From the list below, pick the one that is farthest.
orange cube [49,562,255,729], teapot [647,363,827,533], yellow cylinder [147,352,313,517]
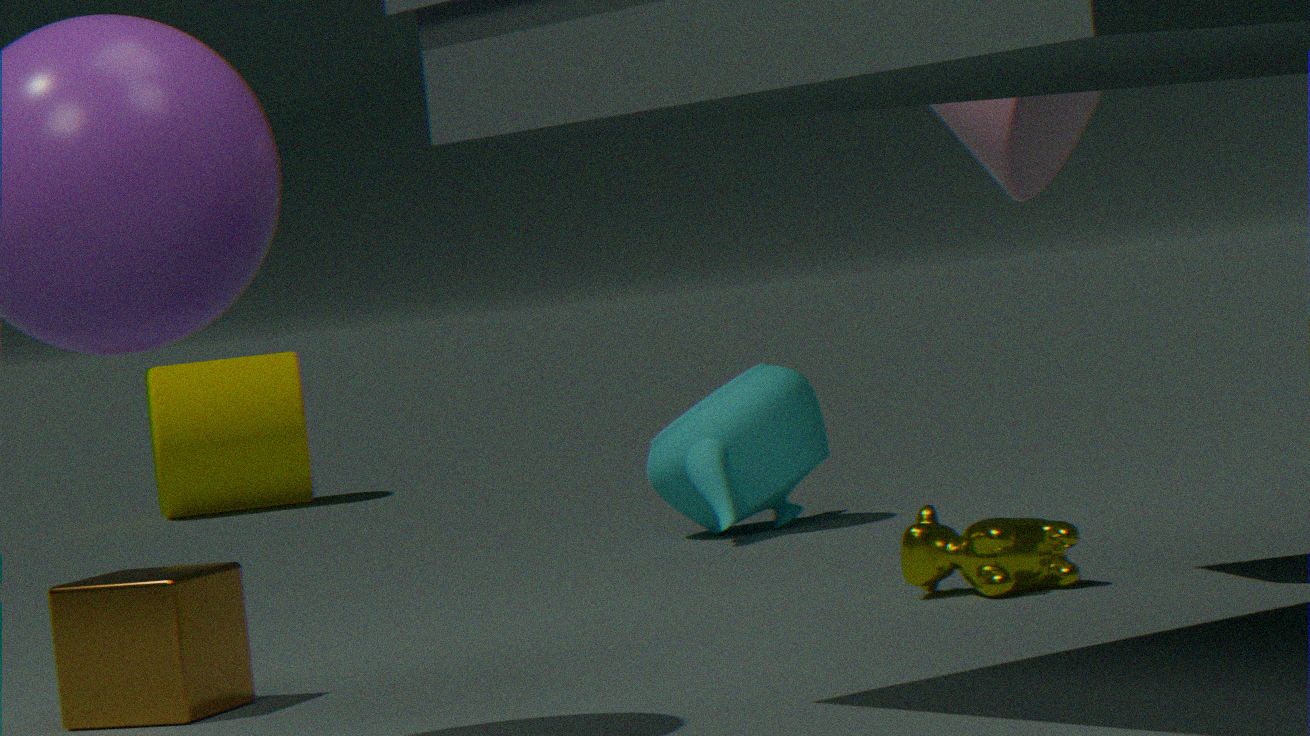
yellow cylinder [147,352,313,517]
